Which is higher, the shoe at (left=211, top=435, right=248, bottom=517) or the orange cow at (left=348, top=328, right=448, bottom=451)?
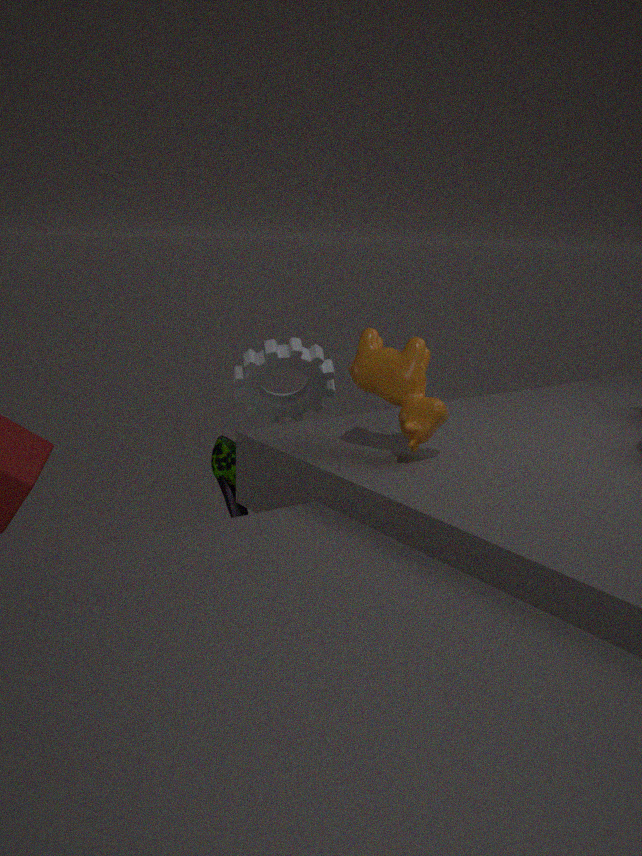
the orange cow at (left=348, top=328, right=448, bottom=451)
